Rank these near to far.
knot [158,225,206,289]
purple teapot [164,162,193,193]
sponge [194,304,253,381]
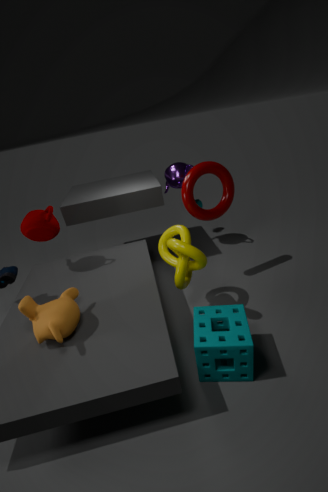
1. sponge [194,304,253,381]
2. knot [158,225,206,289]
3. purple teapot [164,162,193,193]
